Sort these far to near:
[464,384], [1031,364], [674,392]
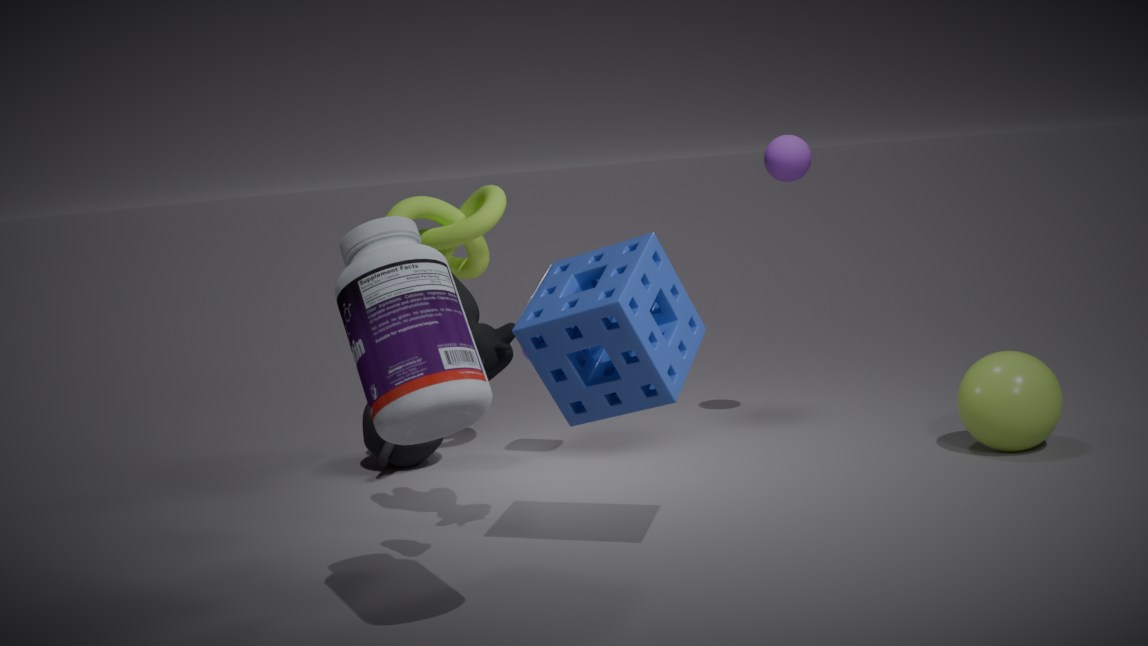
[1031,364], [674,392], [464,384]
